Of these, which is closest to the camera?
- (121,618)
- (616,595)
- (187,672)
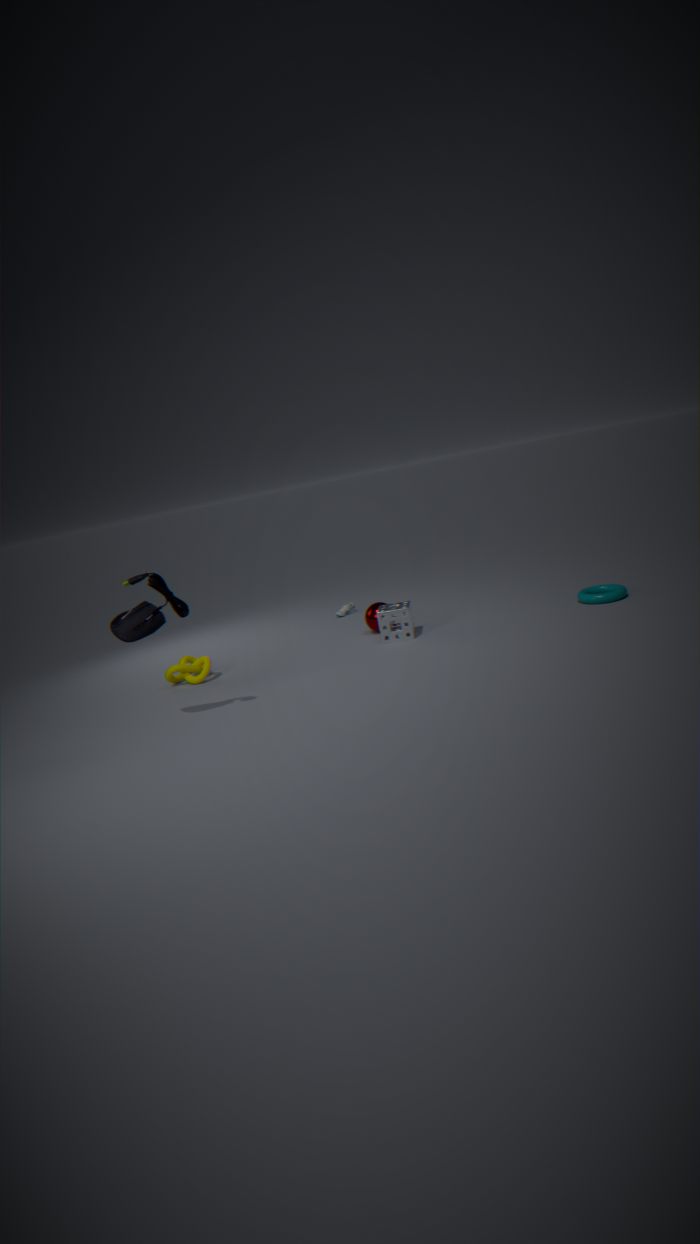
(121,618)
